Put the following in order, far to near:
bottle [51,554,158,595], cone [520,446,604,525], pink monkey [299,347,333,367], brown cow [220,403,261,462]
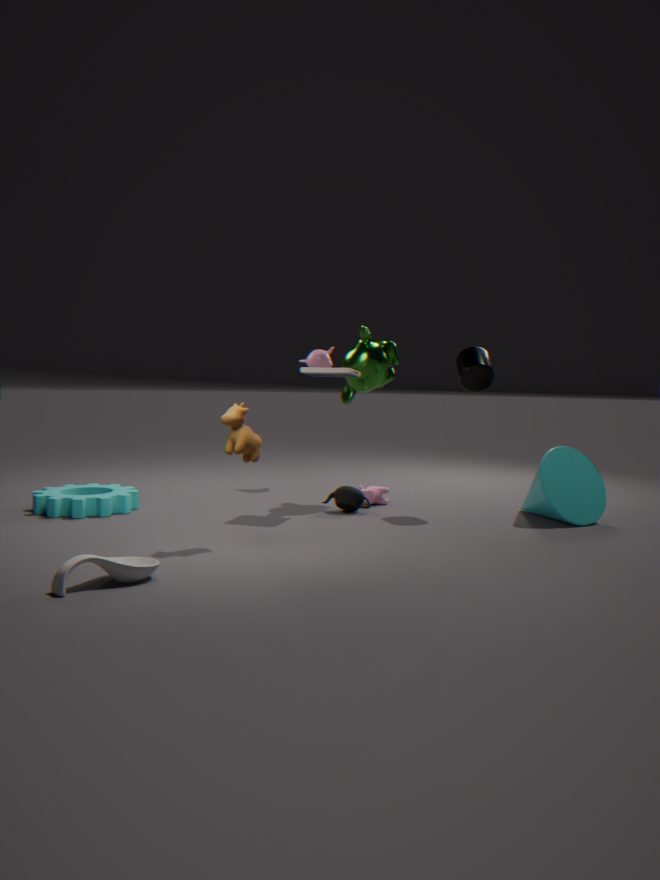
1. pink monkey [299,347,333,367]
2. cone [520,446,604,525]
3. brown cow [220,403,261,462]
4. bottle [51,554,158,595]
